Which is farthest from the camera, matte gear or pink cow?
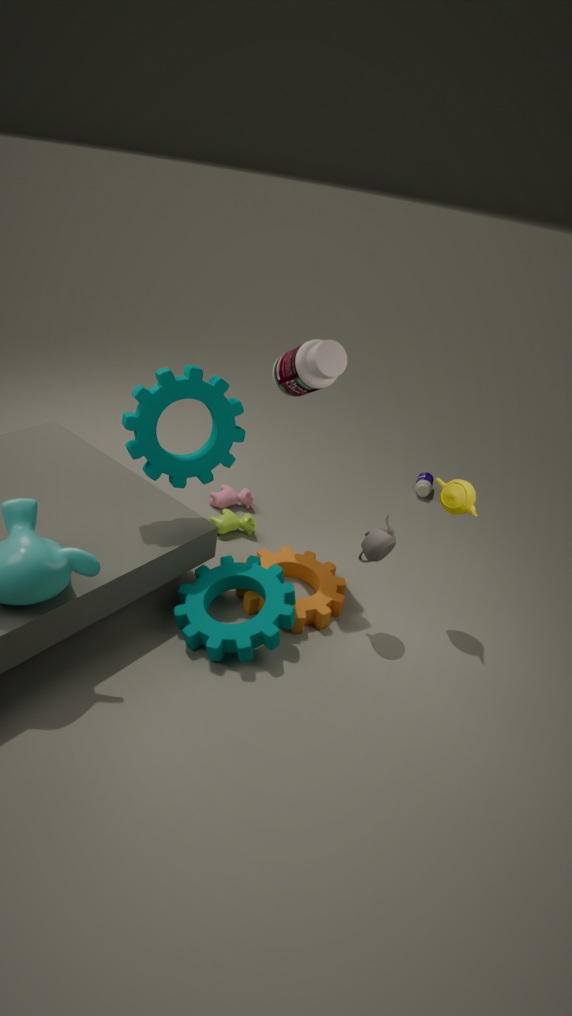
pink cow
